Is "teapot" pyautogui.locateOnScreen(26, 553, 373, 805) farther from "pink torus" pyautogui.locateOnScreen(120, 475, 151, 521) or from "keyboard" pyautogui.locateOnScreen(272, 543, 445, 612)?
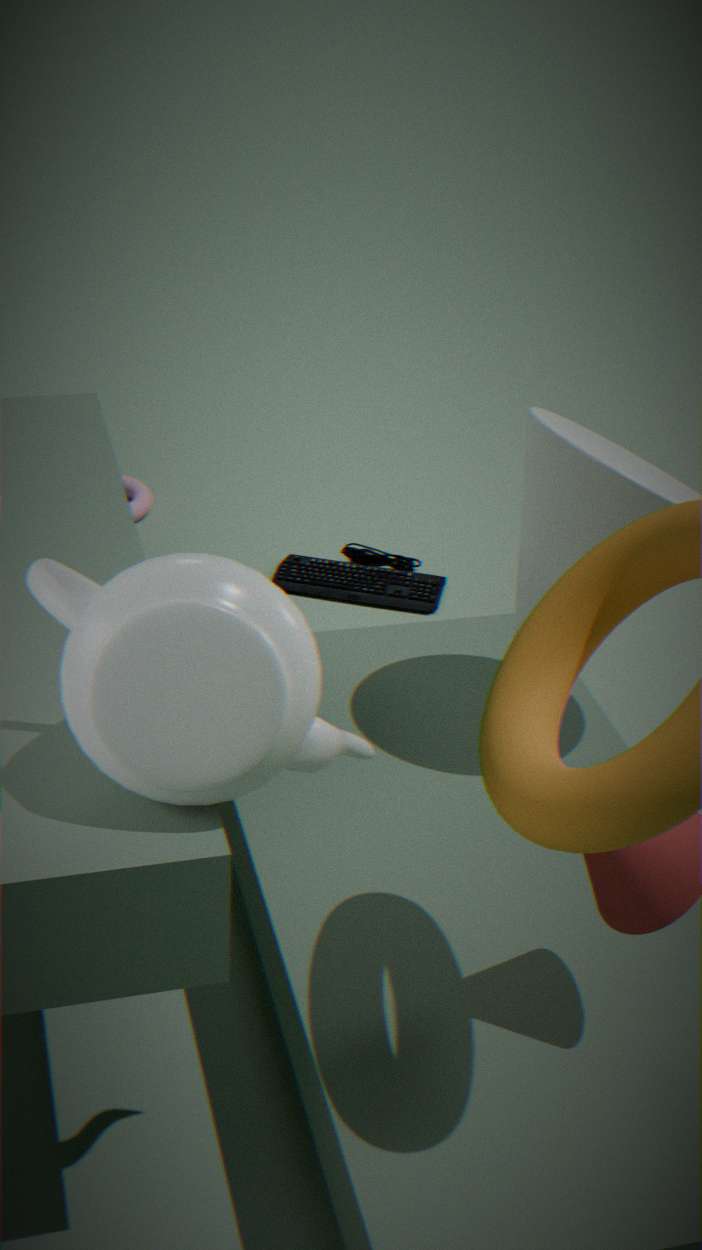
"pink torus" pyautogui.locateOnScreen(120, 475, 151, 521)
